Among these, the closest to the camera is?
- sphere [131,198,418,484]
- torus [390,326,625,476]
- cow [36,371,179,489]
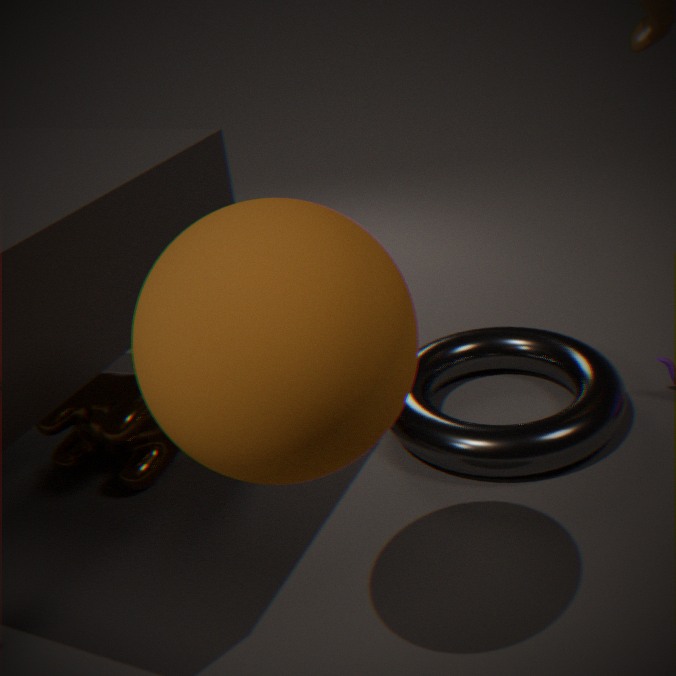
sphere [131,198,418,484]
